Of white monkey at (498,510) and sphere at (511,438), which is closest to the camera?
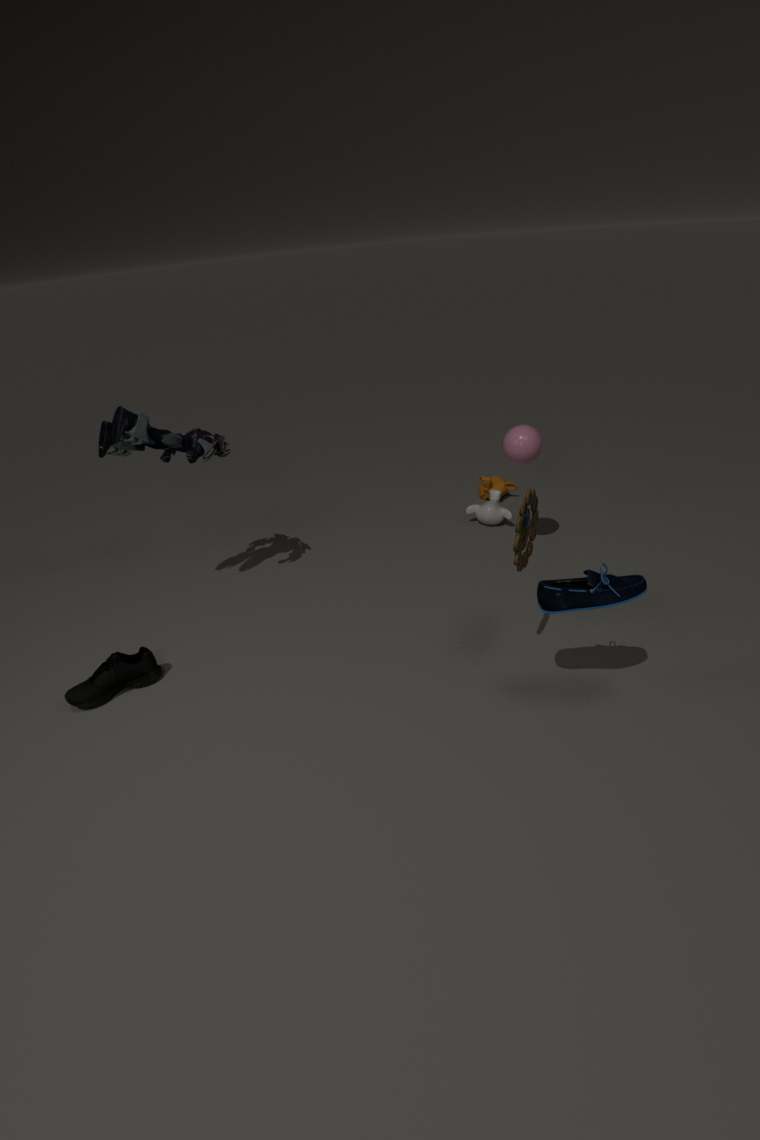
sphere at (511,438)
